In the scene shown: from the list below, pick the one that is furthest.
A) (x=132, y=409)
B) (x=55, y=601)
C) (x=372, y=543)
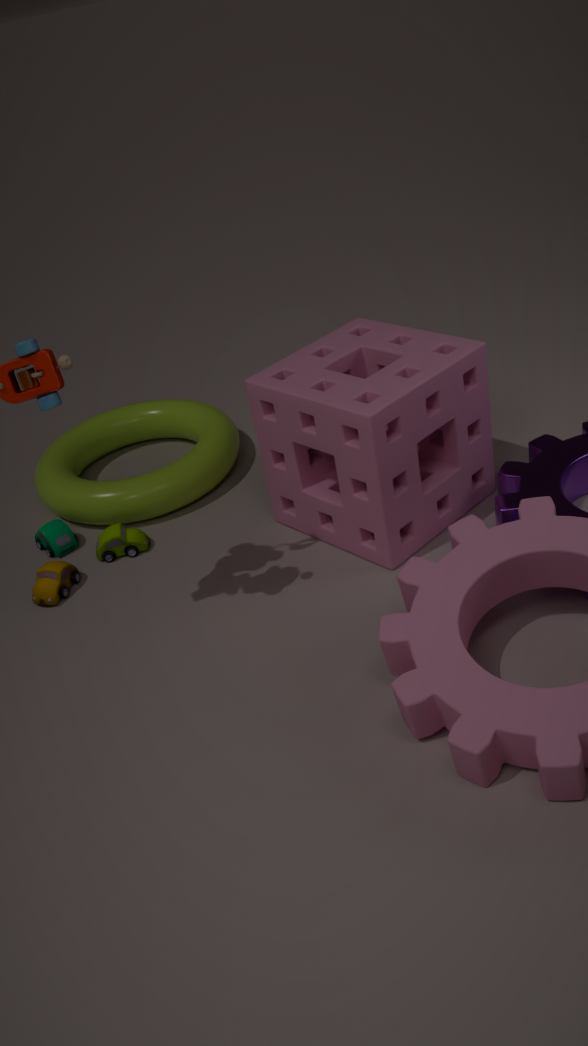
(x=132, y=409)
